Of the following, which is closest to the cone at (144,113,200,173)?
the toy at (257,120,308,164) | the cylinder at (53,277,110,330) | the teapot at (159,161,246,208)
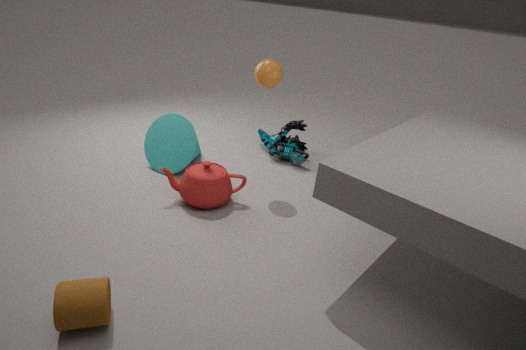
the teapot at (159,161,246,208)
